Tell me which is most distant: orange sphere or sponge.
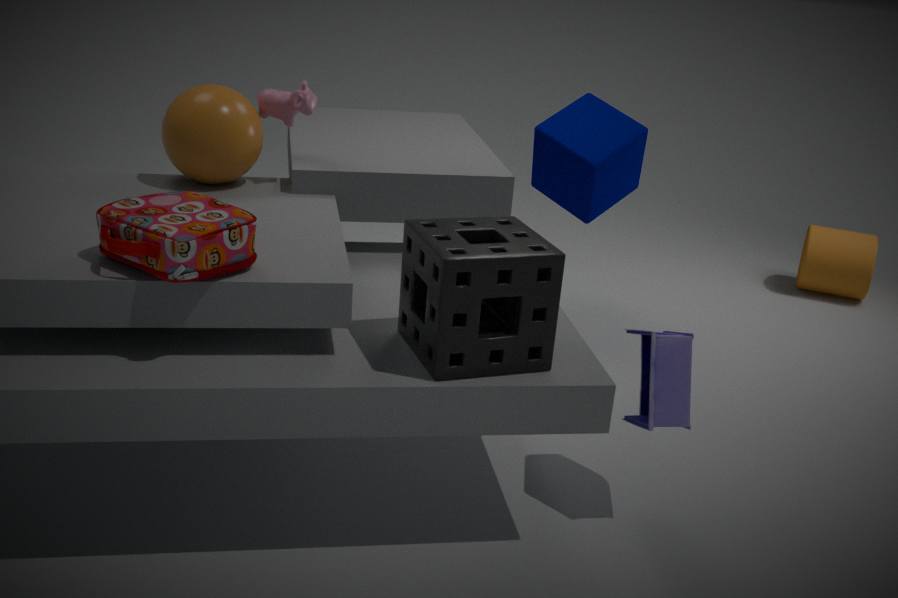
orange sphere
